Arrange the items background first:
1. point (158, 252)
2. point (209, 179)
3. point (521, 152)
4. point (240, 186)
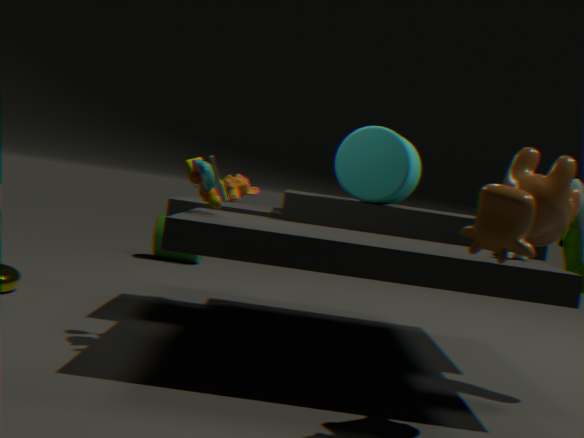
point (158, 252) → point (240, 186) → point (209, 179) → point (521, 152)
